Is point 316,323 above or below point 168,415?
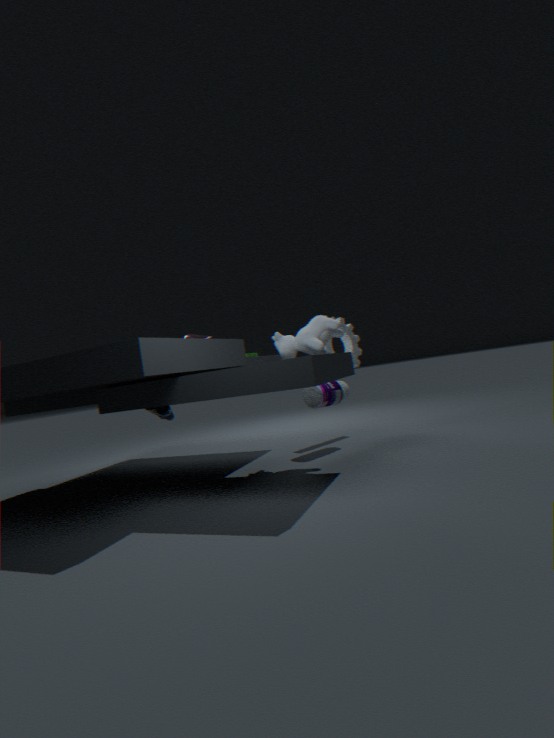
above
